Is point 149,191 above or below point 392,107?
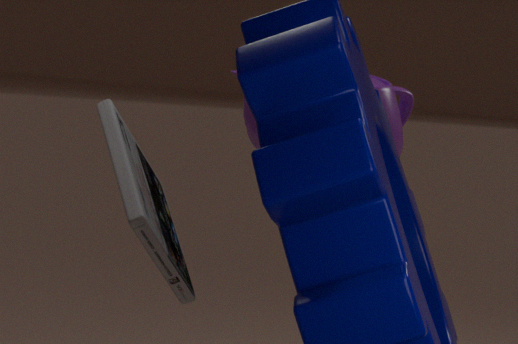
below
